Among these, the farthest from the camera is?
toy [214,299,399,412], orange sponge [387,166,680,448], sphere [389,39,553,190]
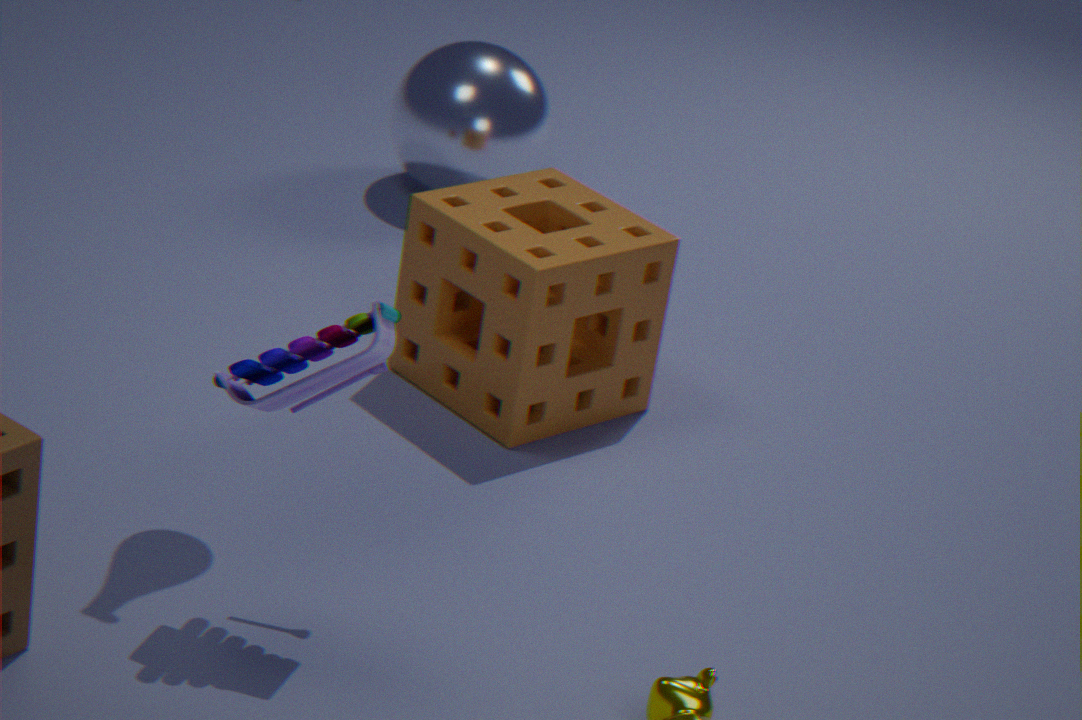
sphere [389,39,553,190]
